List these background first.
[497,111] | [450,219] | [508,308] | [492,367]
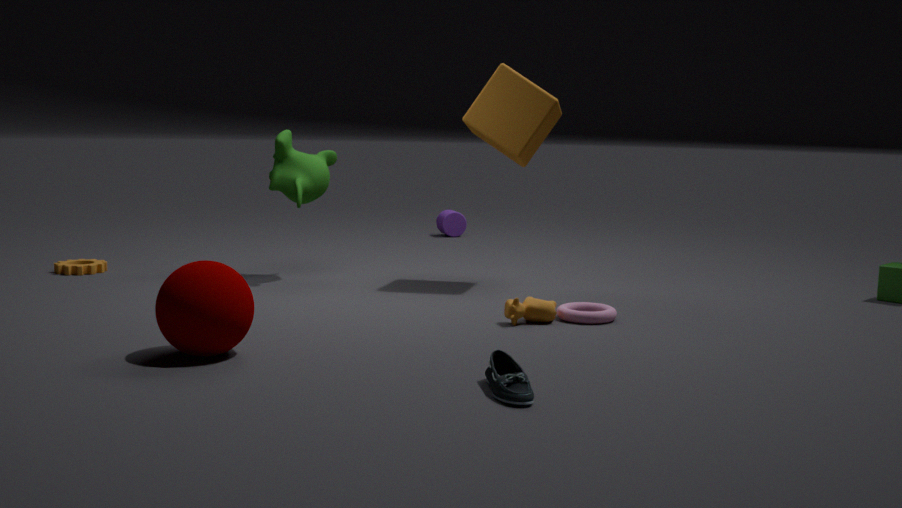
[450,219] < [497,111] < [508,308] < [492,367]
